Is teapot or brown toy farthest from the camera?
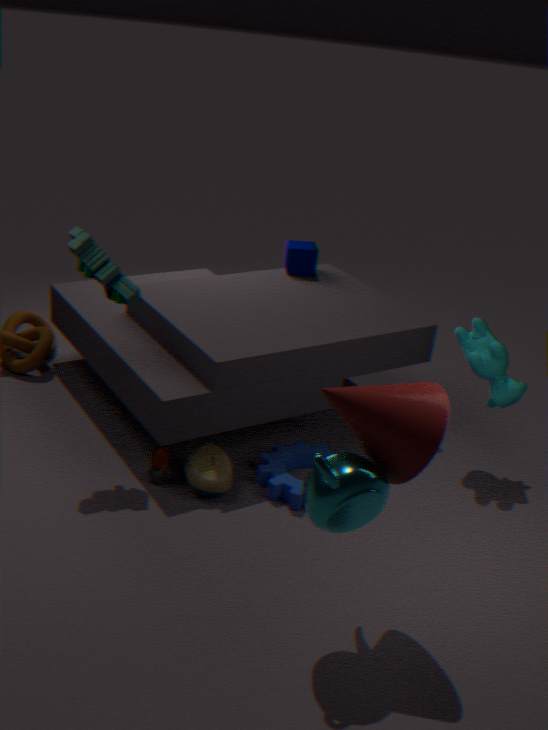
brown toy
